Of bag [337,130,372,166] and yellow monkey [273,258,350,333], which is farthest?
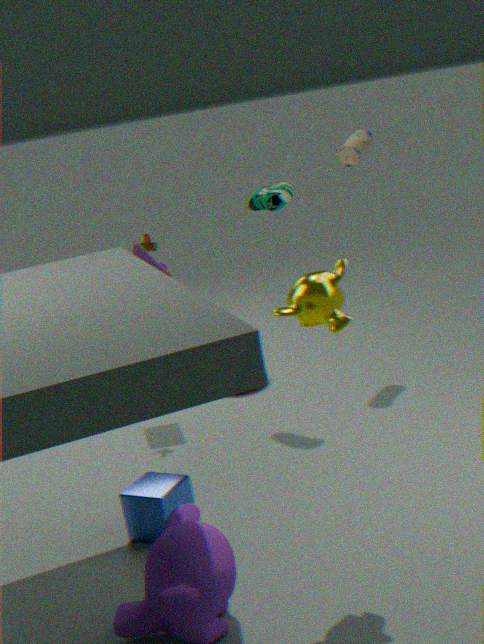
bag [337,130,372,166]
